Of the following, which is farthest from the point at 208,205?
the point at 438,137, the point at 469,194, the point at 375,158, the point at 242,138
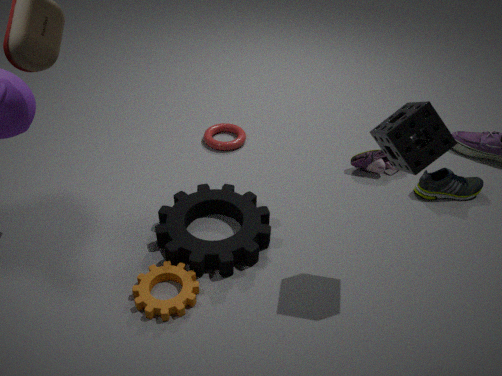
the point at 469,194
